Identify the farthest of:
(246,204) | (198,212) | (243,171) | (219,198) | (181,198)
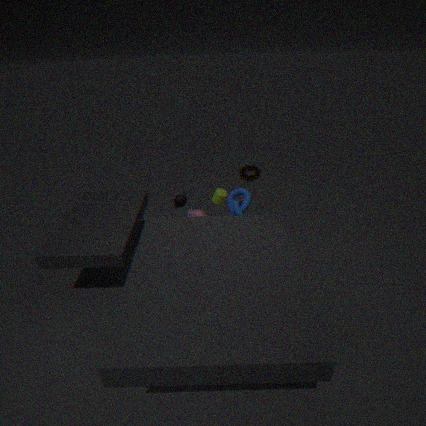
(198,212)
